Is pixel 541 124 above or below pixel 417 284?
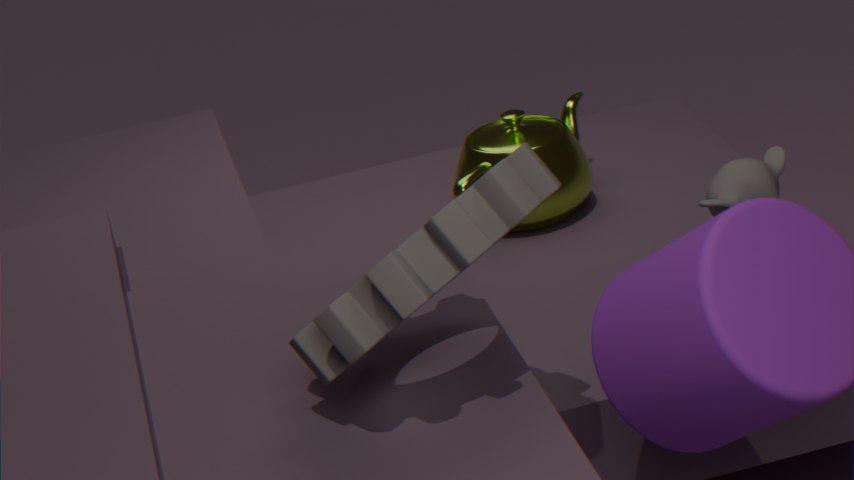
below
